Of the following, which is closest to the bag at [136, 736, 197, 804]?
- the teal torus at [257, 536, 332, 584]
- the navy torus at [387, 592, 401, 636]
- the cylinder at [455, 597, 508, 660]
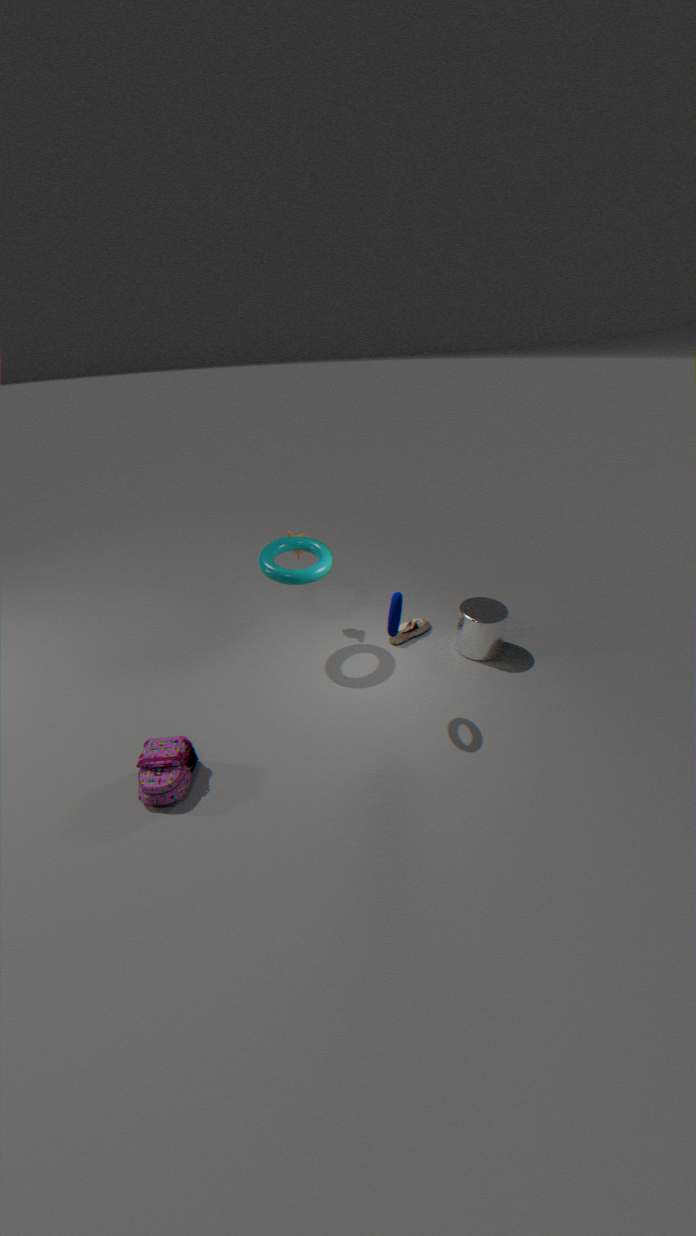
the teal torus at [257, 536, 332, 584]
